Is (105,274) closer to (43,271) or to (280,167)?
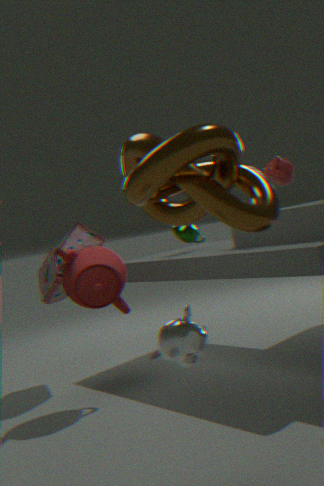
(43,271)
